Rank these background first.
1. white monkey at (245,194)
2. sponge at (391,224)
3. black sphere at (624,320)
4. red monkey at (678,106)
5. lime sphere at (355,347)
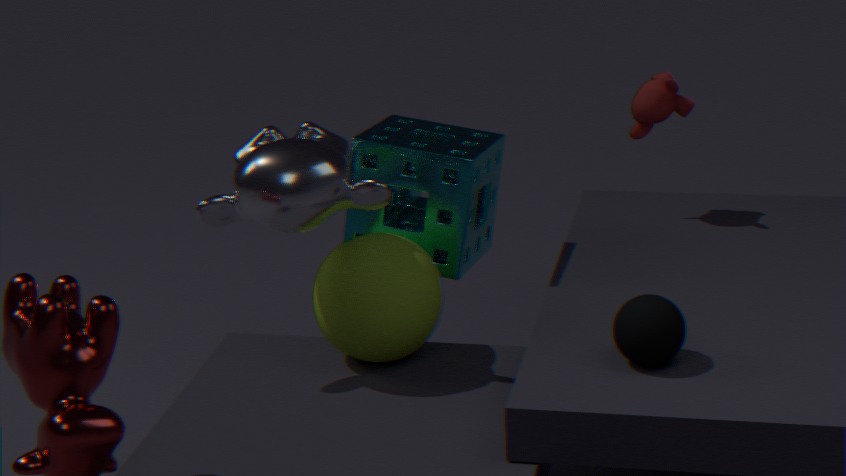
red monkey at (678,106)
sponge at (391,224)
lime sphere at (355,347)
white monkey at (245,194)
black sphere at (624,320)
